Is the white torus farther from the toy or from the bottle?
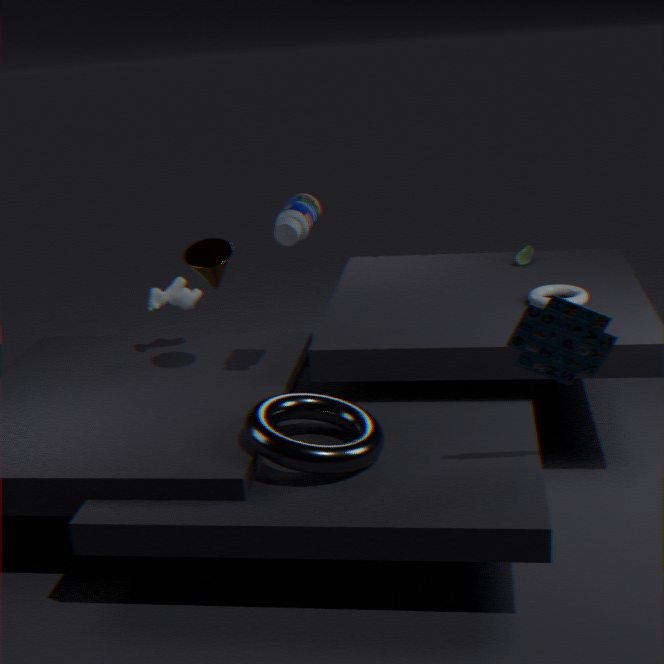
the bottle
